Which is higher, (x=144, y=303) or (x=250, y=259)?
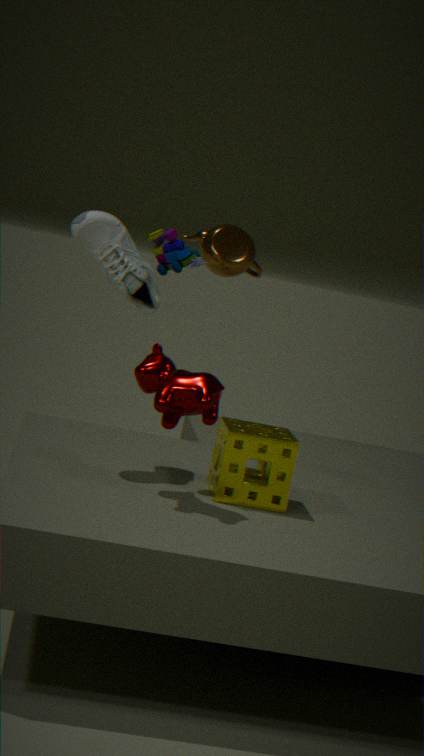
(x=250, y=259)
